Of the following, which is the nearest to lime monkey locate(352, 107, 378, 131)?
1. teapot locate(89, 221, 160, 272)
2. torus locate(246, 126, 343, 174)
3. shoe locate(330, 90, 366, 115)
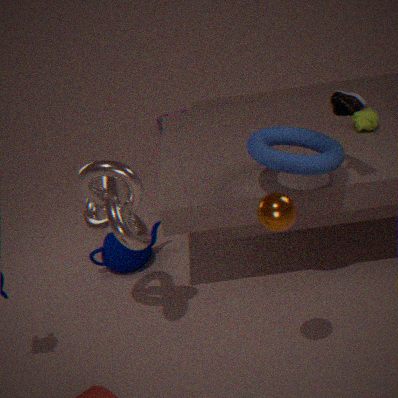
torus locate(246, 126, 343, 174)
